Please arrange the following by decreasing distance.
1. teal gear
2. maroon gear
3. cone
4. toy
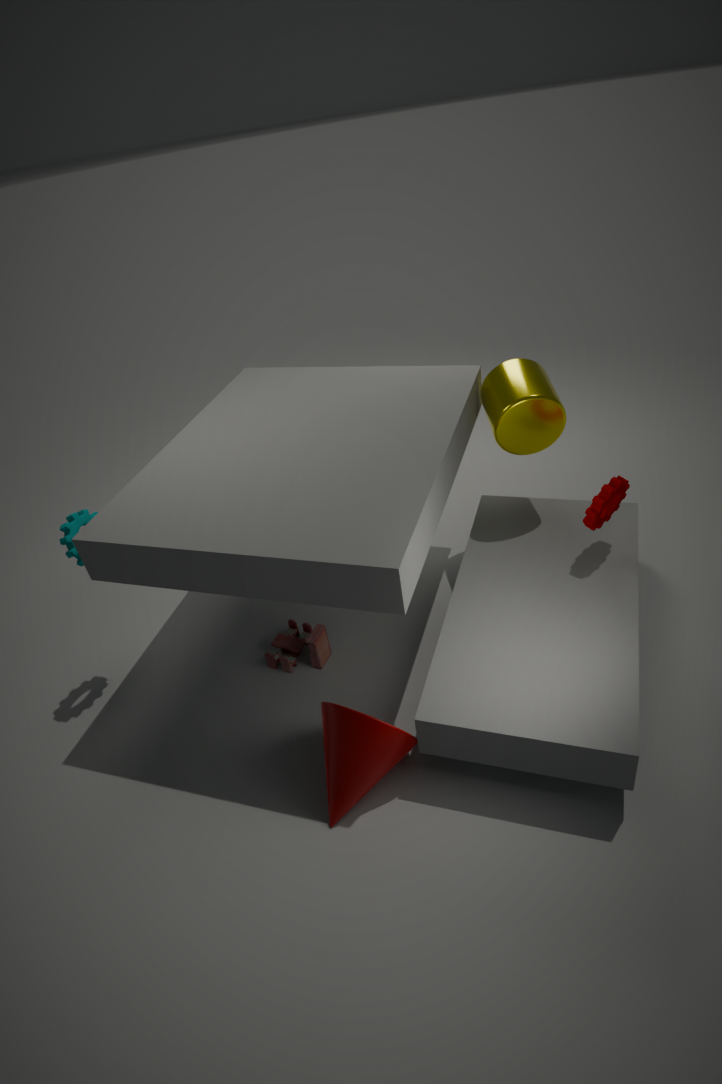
toy → teal gear → maroon gear → cone
